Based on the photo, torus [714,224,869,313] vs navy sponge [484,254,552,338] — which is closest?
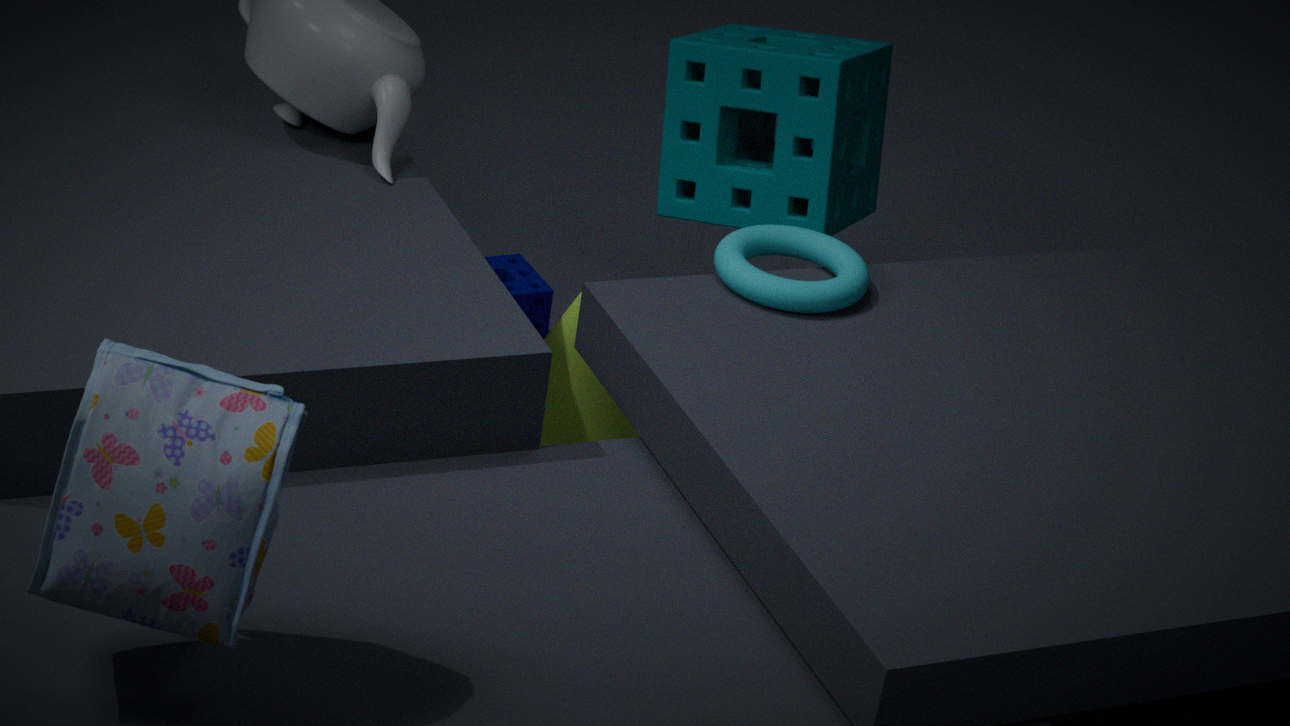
torus [714,224,869,313]
